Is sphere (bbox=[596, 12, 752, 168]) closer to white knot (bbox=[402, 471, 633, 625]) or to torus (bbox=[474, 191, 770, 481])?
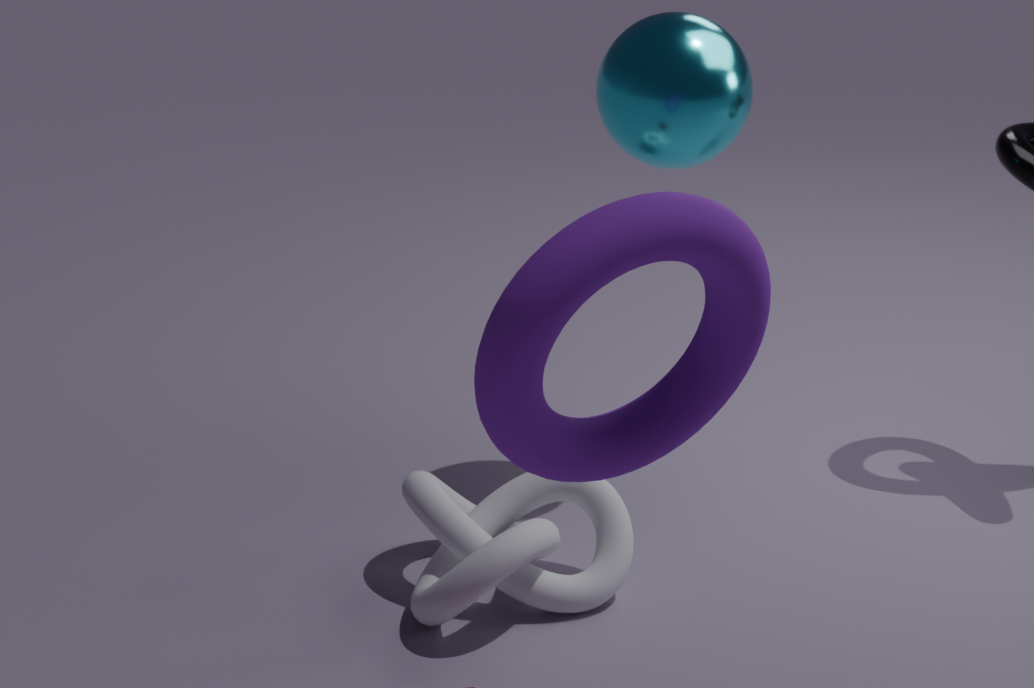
white knot (bbox=[402, 471, 633, 625])
